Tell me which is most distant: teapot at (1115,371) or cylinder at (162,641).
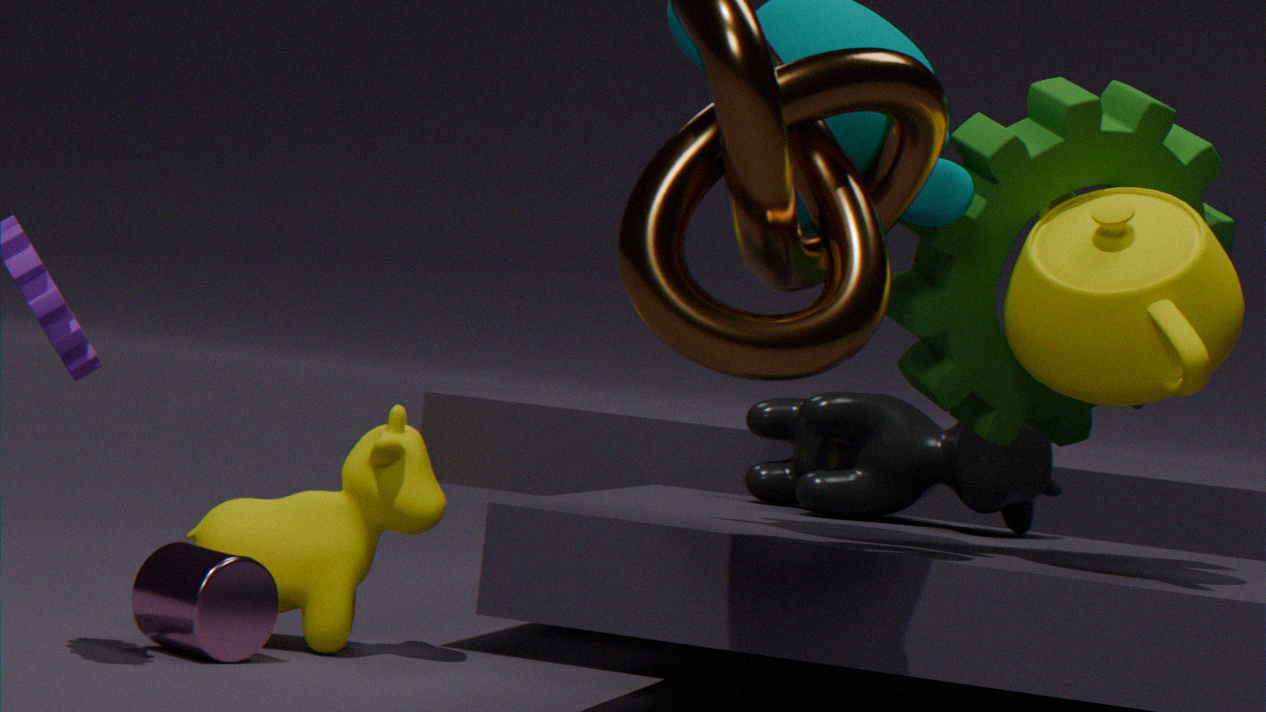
cylinder at (162,641)
